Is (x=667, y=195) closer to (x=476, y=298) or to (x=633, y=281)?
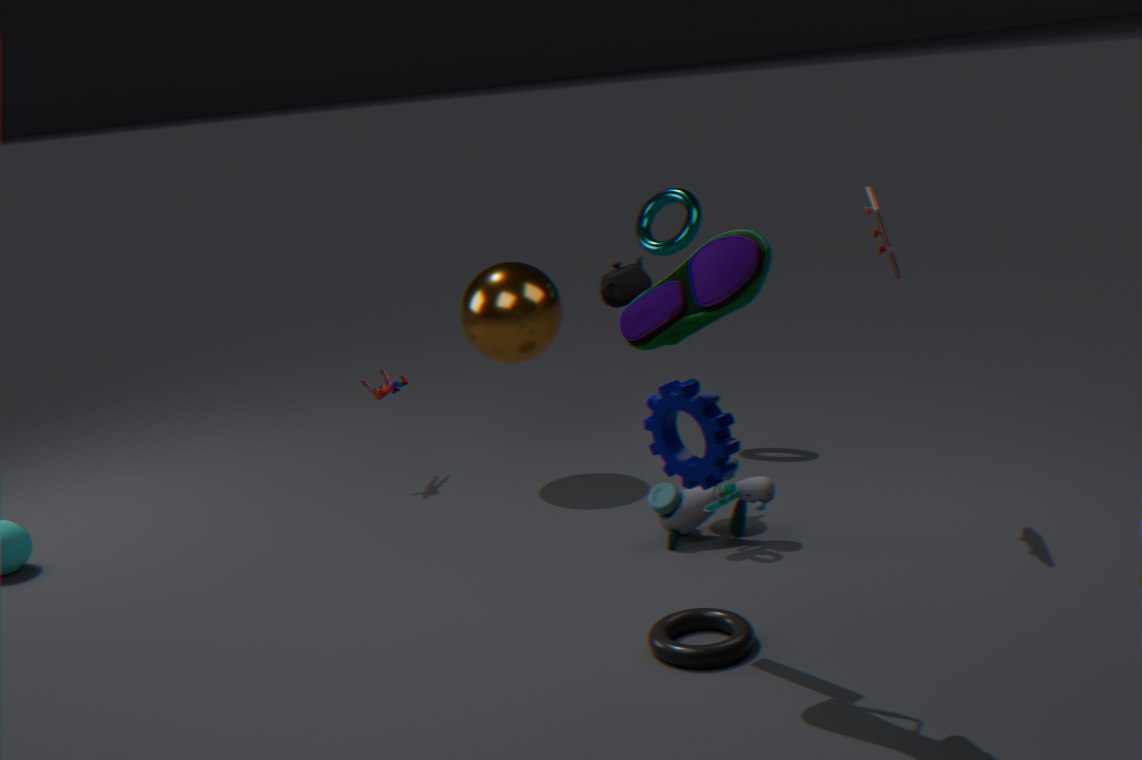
(x=476, y=298)
